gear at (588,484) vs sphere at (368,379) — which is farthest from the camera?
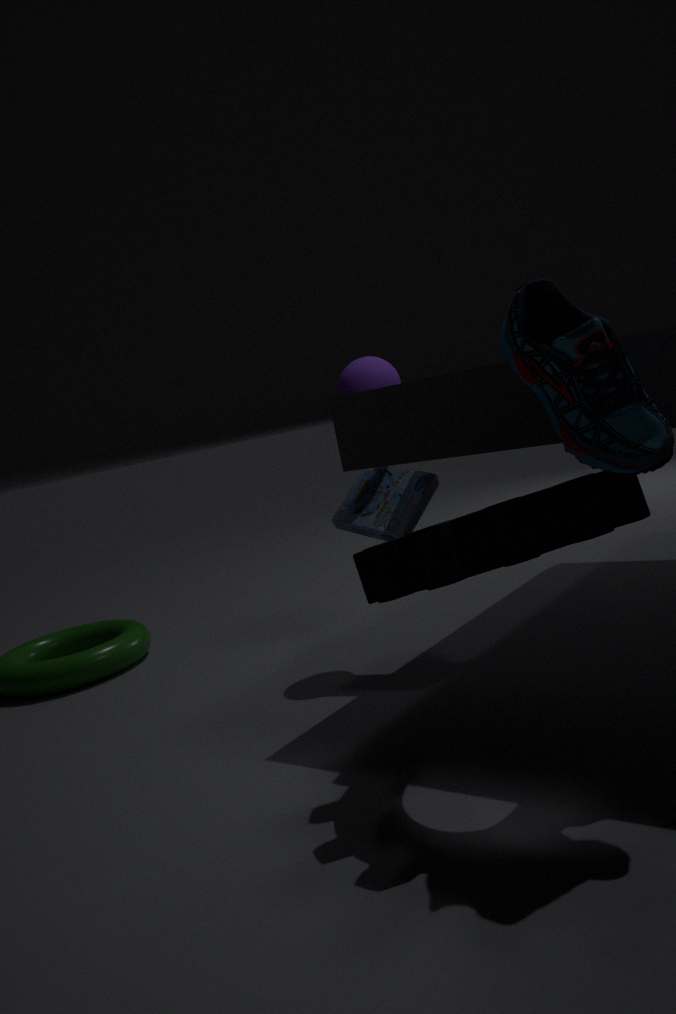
sphere at (368,379)
